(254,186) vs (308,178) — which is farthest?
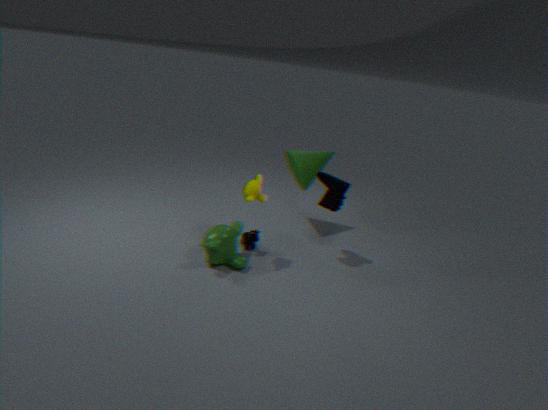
(308,178)
